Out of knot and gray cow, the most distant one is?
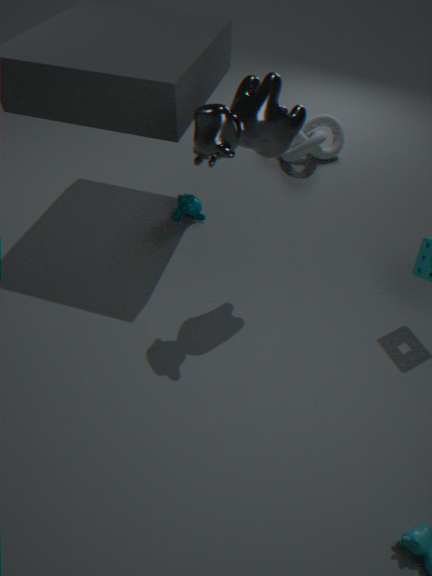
knot
